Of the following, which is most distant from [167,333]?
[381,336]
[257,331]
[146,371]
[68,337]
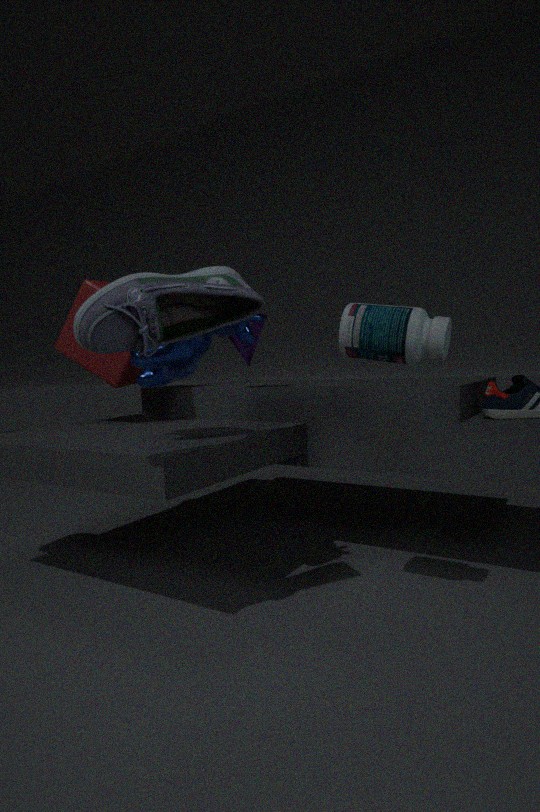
[68,337]
